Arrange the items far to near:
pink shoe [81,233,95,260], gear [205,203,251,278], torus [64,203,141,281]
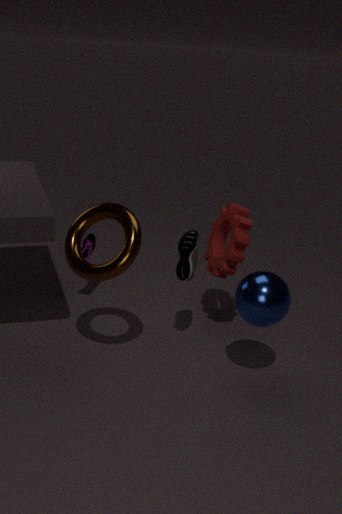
pink shoe [81,233,95,260], gear [205,203,251,278], torus [64,203,141,281]
